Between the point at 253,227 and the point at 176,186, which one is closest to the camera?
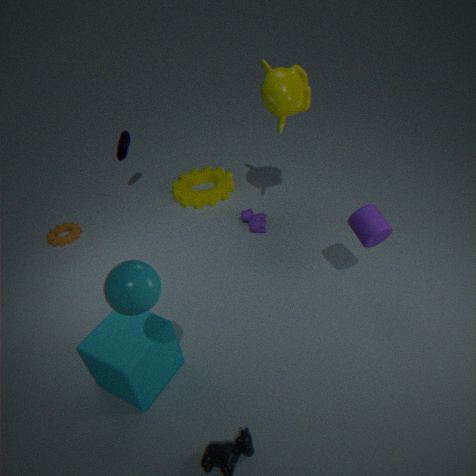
the point at 253,227
